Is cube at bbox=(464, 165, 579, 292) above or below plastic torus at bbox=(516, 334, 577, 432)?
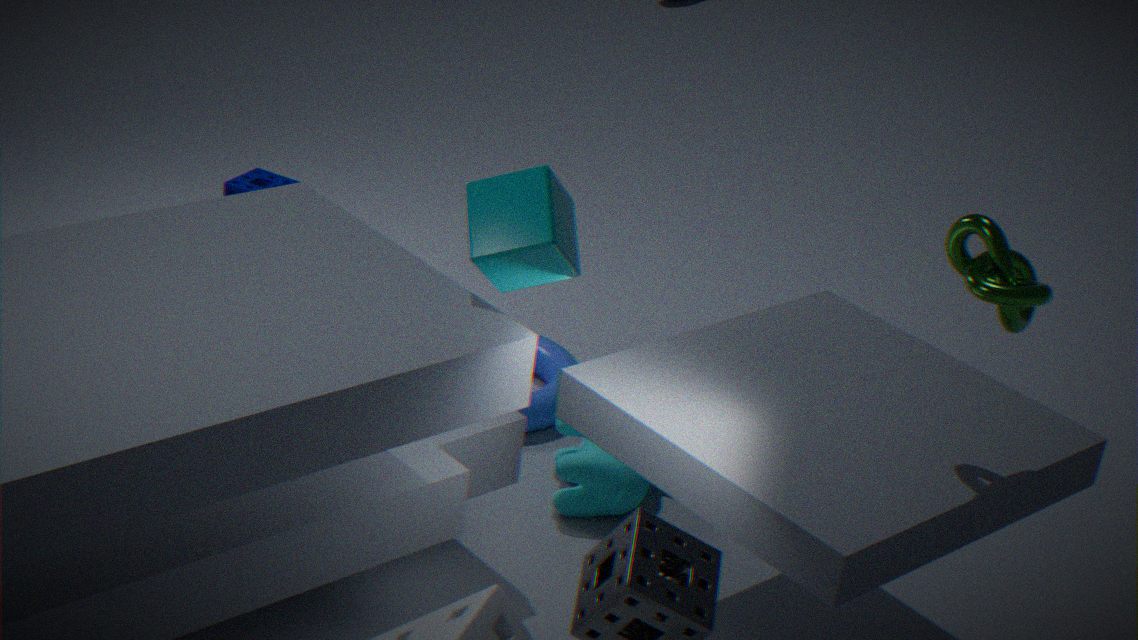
above
